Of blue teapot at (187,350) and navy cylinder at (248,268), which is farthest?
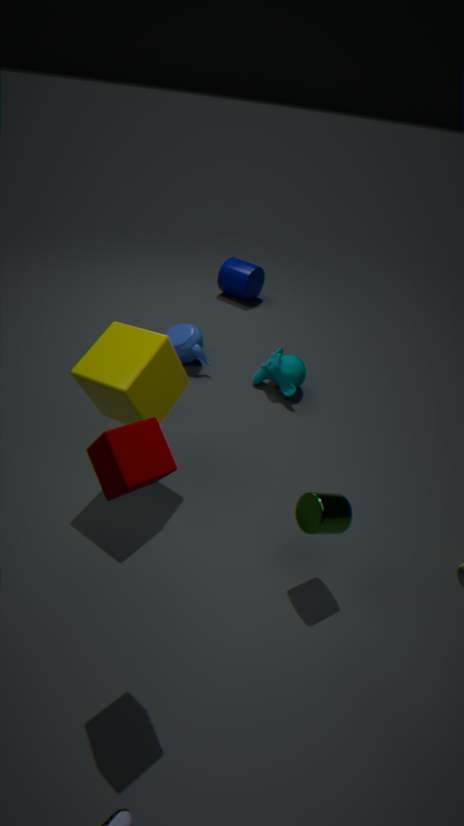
navy cylinder at (248,268)
